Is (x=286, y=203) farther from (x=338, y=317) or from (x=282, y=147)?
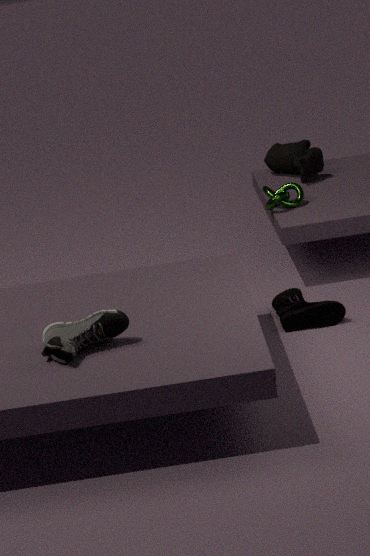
(x=338, y=317)
